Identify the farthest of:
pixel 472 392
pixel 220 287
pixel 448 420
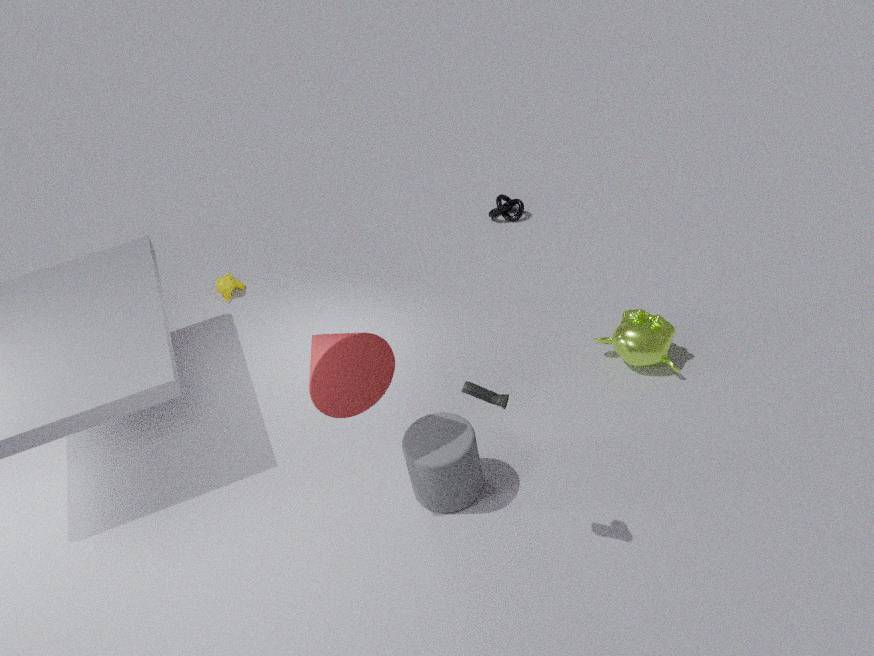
pixel 220 287
